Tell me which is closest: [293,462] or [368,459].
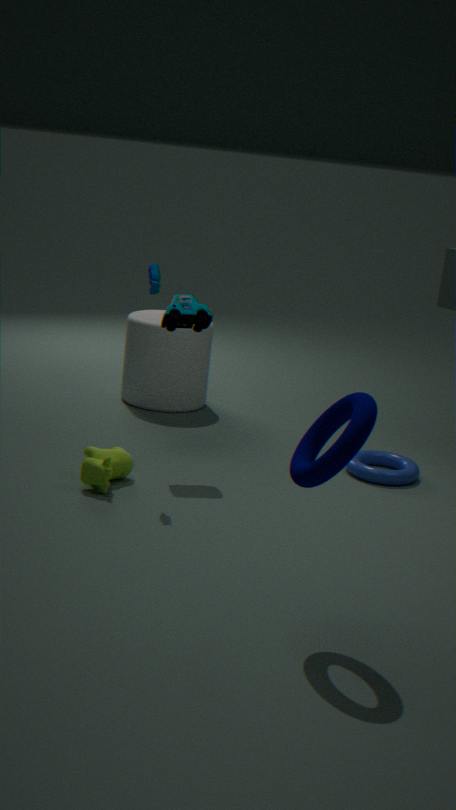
[293,462]
